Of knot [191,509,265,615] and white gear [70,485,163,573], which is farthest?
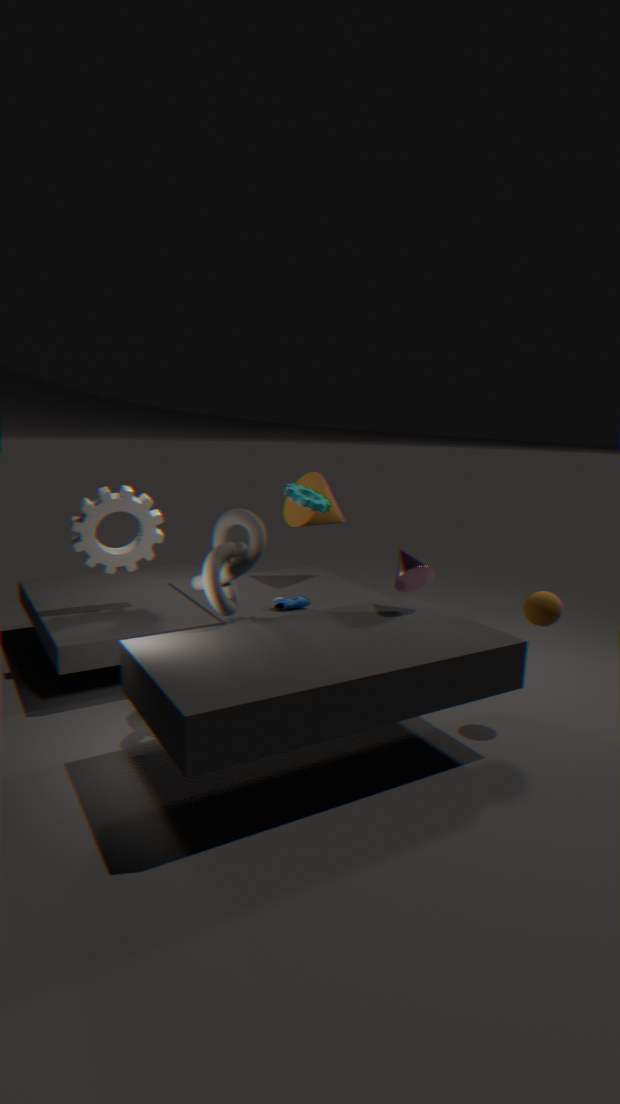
white gear [70,485,163,573]
